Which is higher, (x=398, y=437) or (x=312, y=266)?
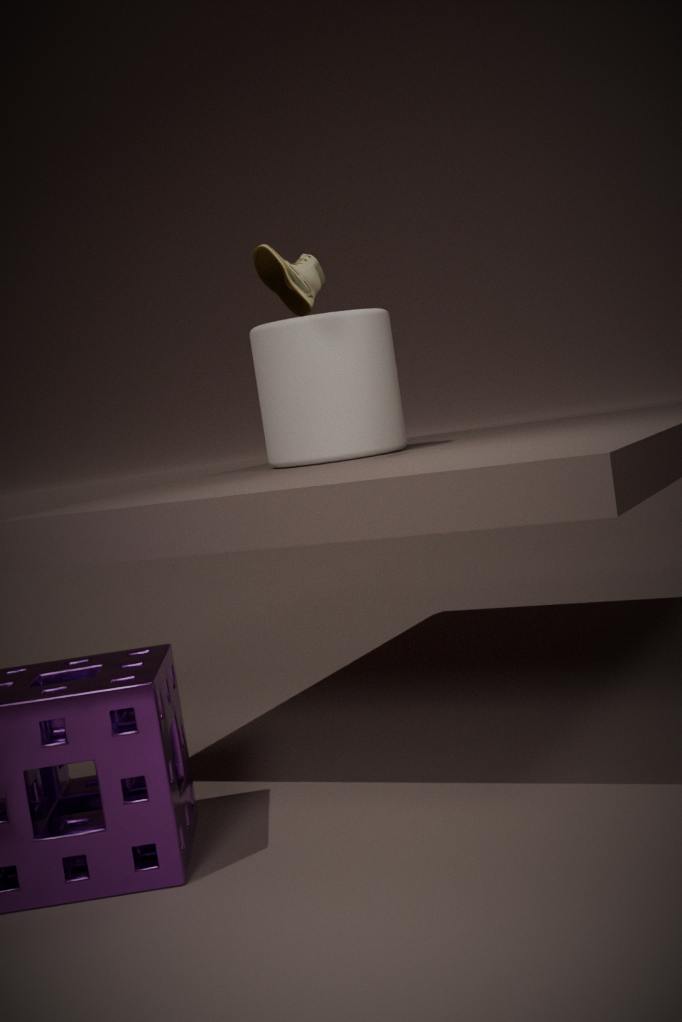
(x=312, y=266)
